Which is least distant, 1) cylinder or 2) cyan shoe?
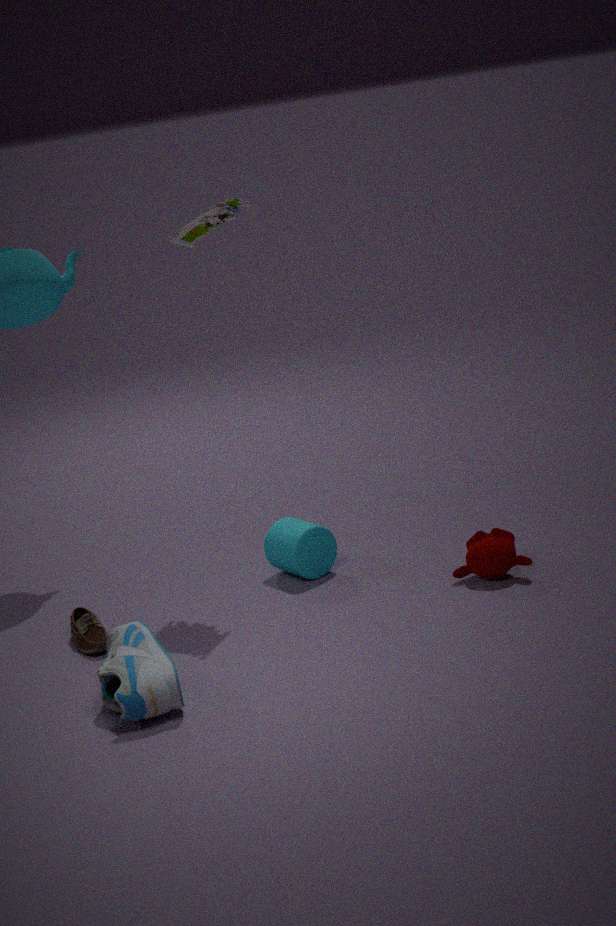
2. cyan shoe
